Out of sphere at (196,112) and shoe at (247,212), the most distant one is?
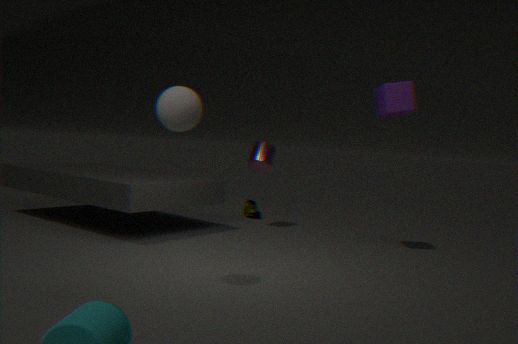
shoe at (247,212)
